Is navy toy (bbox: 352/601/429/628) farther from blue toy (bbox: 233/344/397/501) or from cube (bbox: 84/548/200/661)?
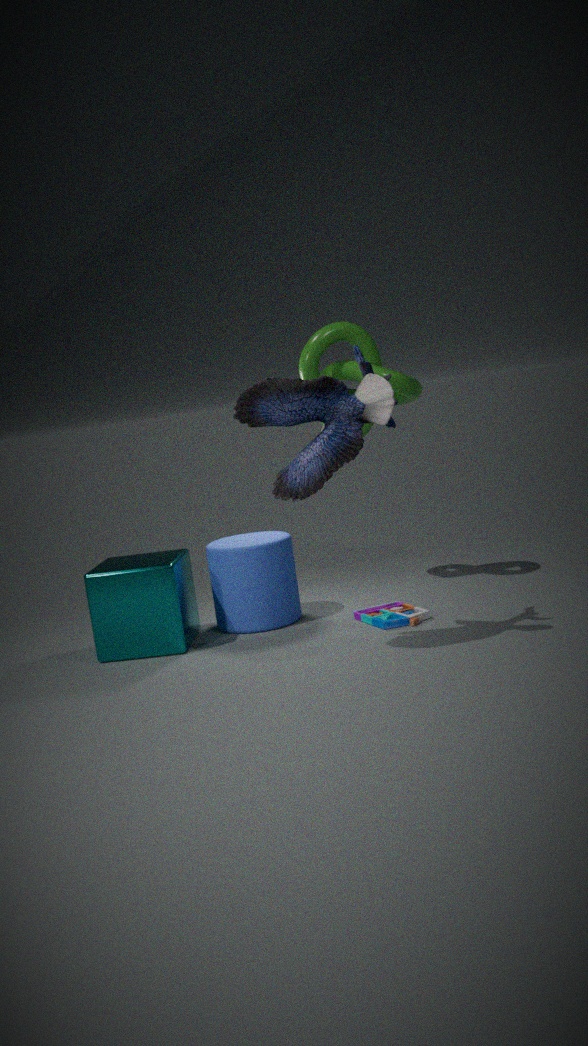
blue toy (bbox: 233/344/397/501)
